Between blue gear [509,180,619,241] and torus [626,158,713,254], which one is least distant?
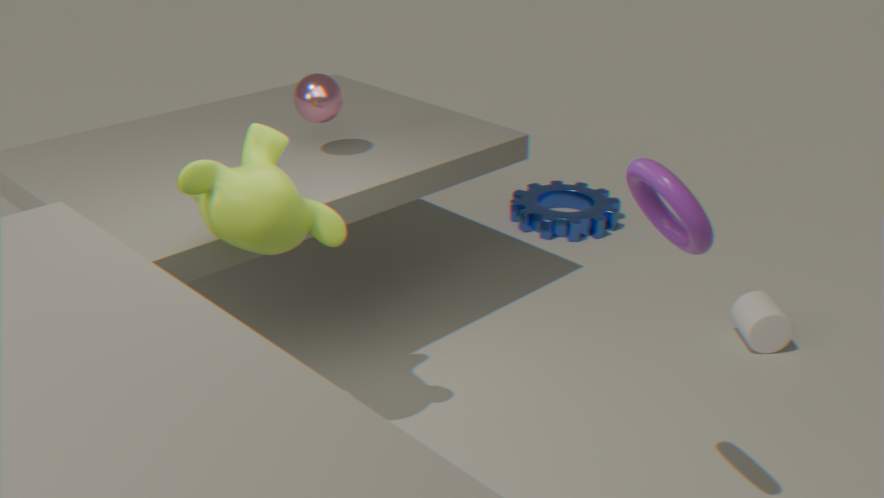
torus [626,158,713,254]
